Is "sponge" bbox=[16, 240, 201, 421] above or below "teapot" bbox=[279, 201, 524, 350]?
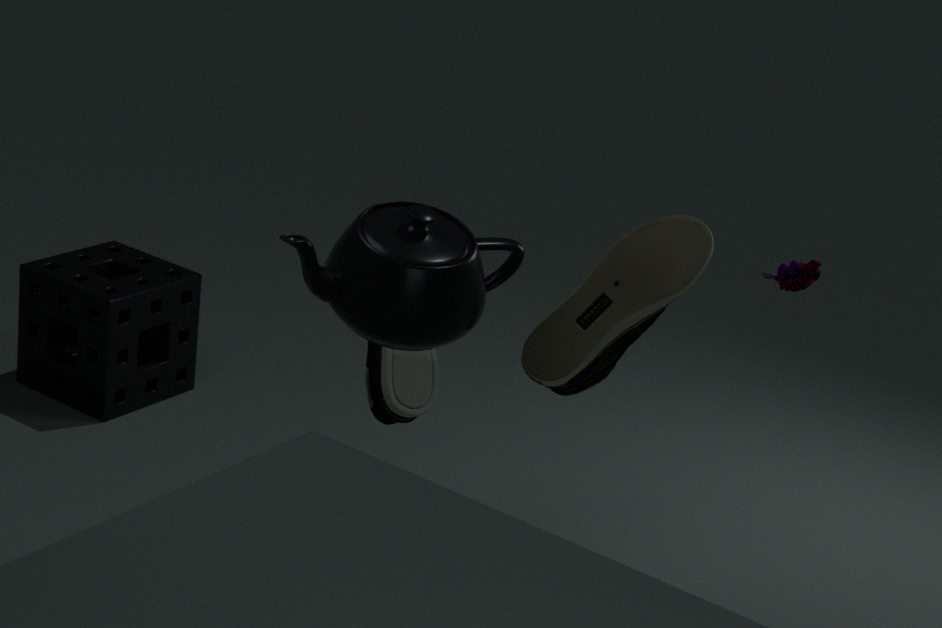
below
